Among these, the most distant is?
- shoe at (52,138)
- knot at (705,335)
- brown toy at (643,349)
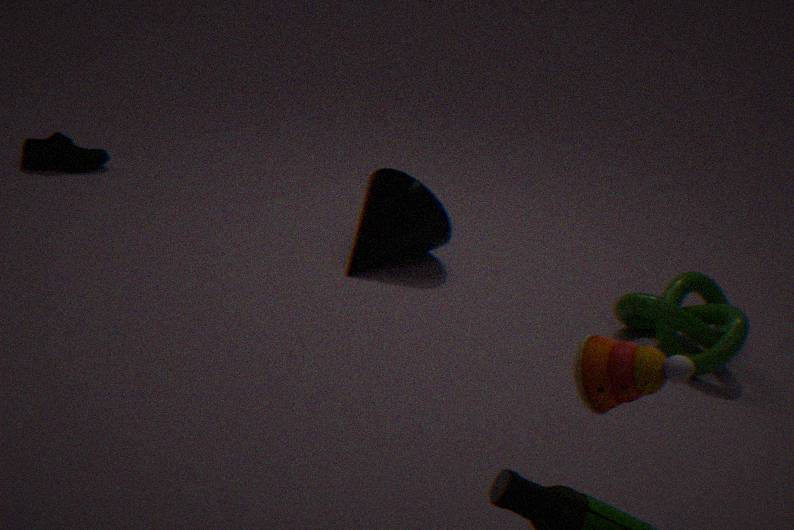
shoe at (52,138)
